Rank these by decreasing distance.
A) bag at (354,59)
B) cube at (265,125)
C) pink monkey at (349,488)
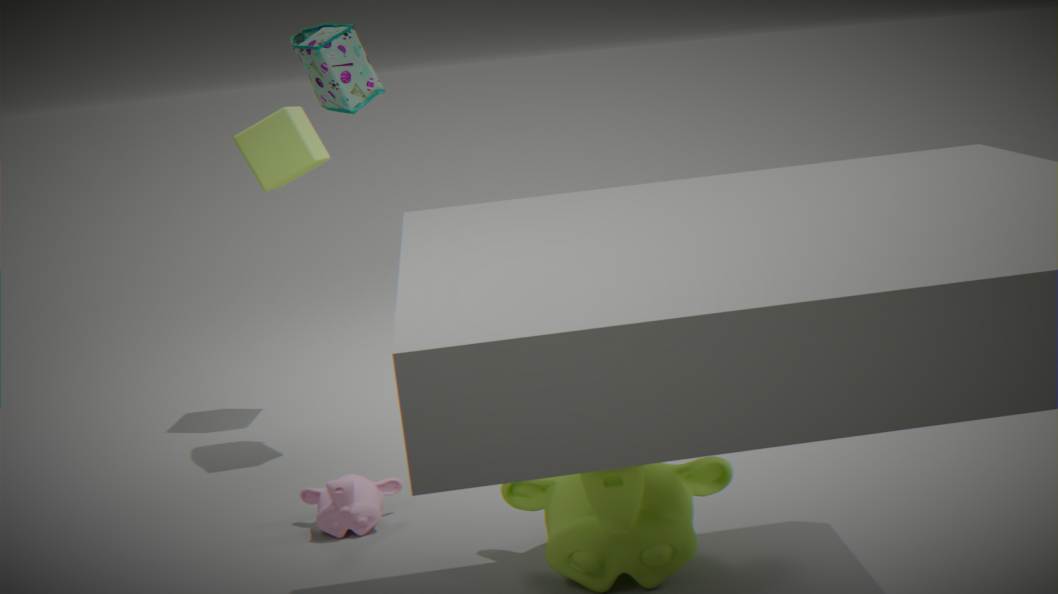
cube at (265,125)
bag at (354,59)
pink monkey at (349,488)
